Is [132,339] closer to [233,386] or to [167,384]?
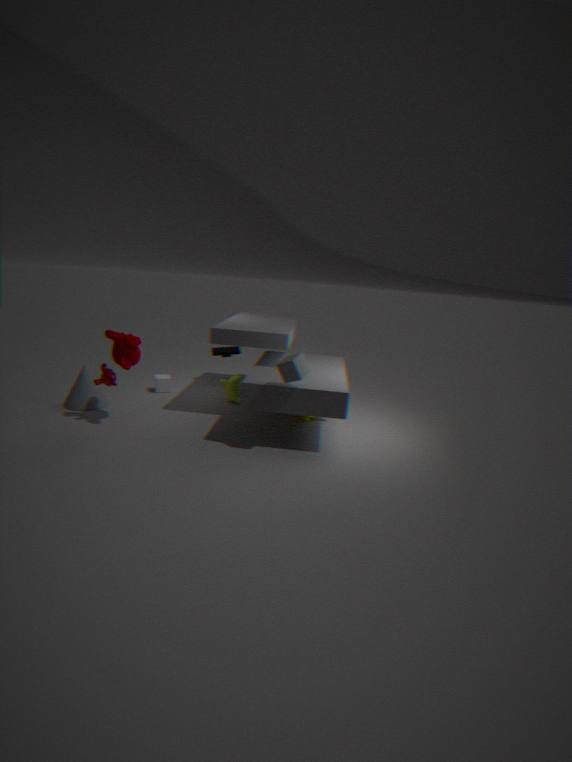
[167,384]
